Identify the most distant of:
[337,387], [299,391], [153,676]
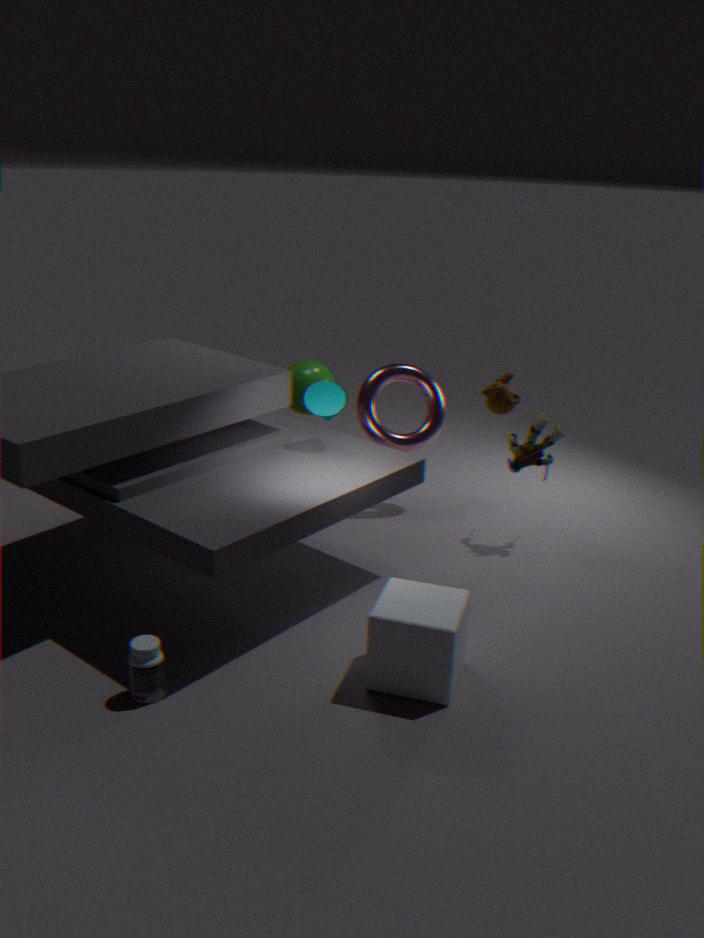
[299,391]
